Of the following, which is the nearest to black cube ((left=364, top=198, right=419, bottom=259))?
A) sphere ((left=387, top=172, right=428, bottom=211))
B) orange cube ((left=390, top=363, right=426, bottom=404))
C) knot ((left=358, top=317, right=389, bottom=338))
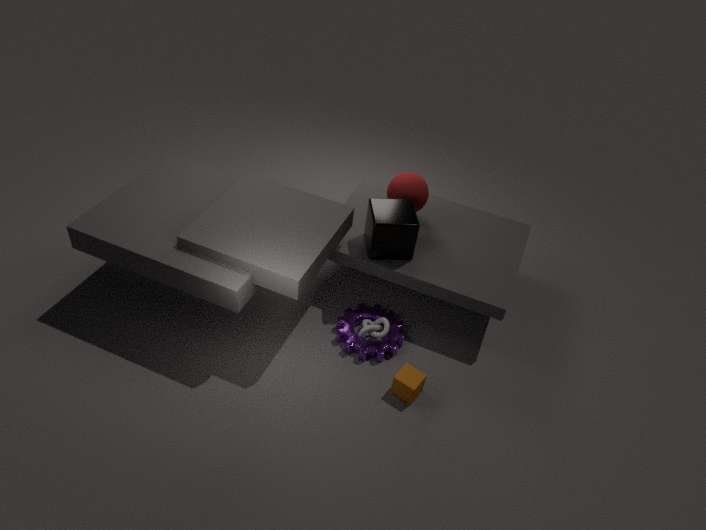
sphere ((left=387, top=172, right=428, bottom=211))
